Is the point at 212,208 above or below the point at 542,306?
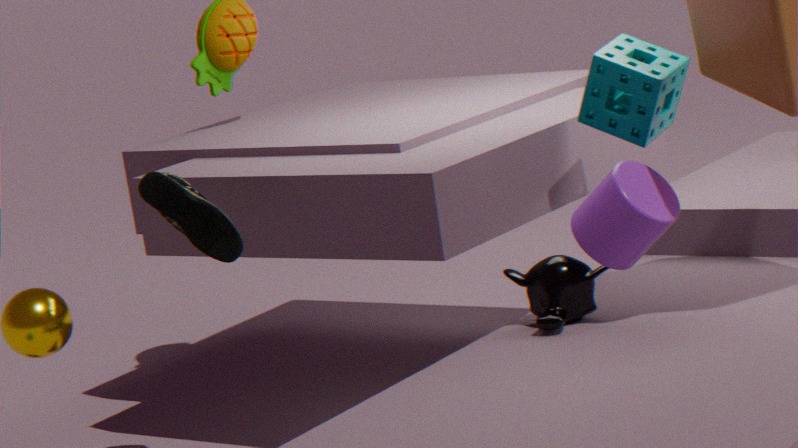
above
